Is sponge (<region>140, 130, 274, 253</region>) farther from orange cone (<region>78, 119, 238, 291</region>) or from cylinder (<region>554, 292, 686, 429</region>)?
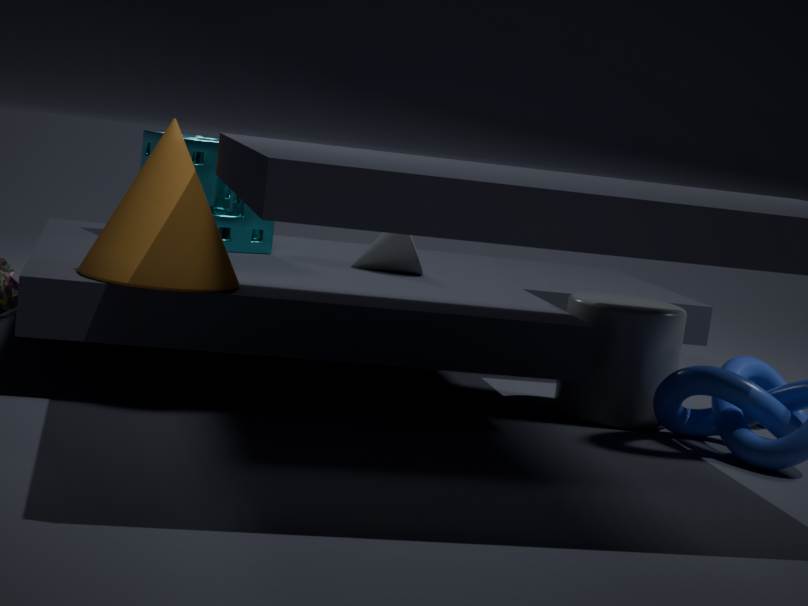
cylinder (<region>554, 292, 686, 429</region>)
